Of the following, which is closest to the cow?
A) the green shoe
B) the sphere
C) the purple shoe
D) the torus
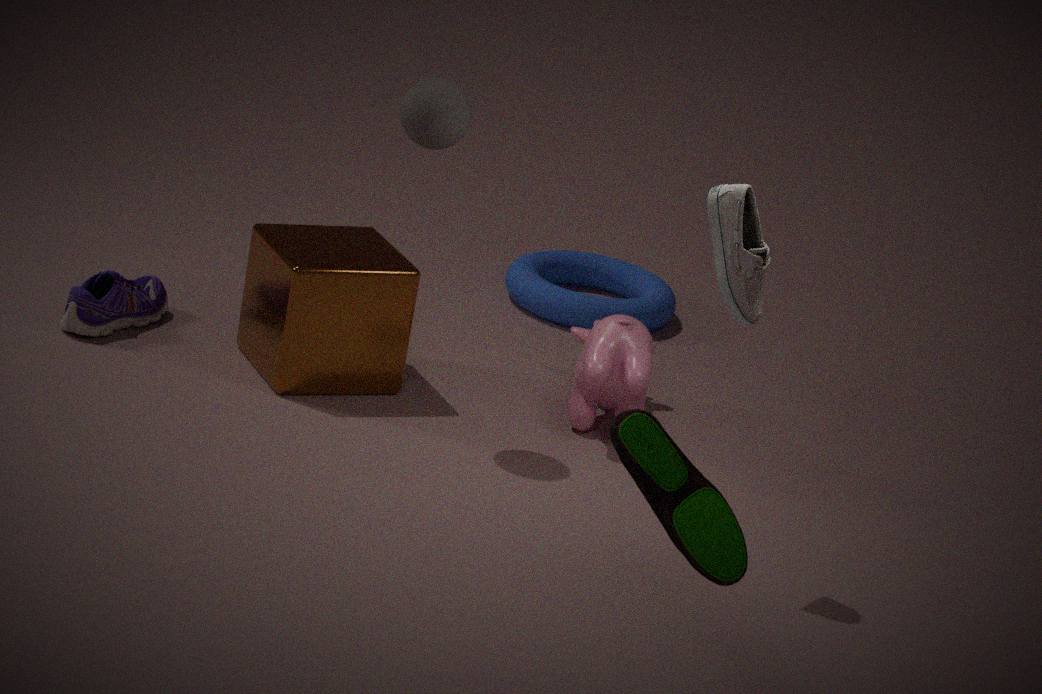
the torus
